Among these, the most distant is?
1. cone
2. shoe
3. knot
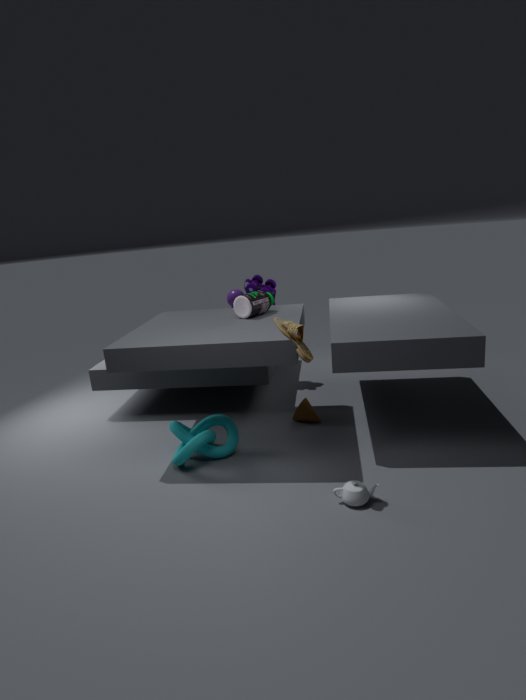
cone
